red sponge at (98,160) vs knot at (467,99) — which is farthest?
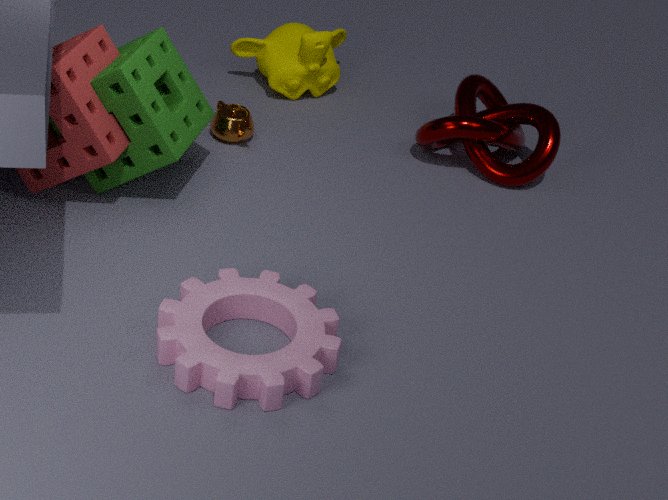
knot at (467,99)
